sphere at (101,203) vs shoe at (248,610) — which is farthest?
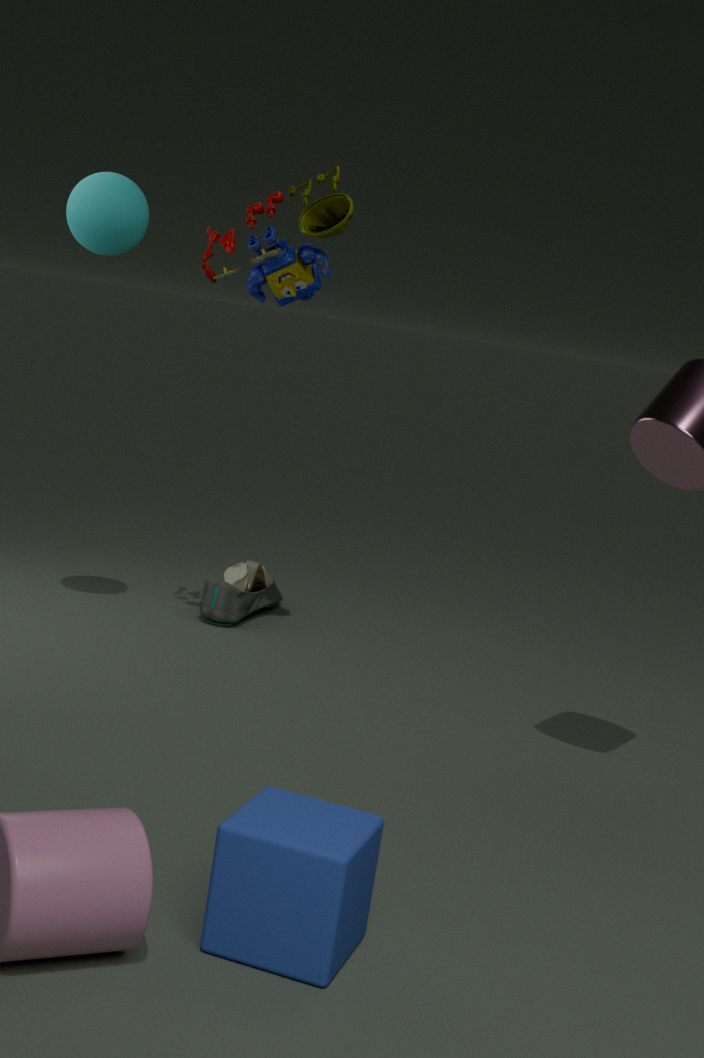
shoe at (248,610)
